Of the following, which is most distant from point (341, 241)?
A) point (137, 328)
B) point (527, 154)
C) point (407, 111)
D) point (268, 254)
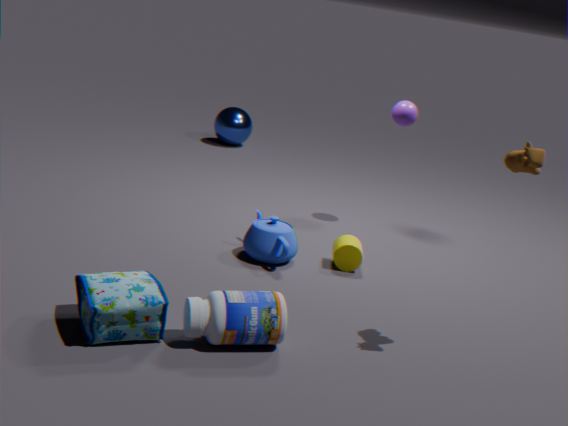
point (137, 328)
